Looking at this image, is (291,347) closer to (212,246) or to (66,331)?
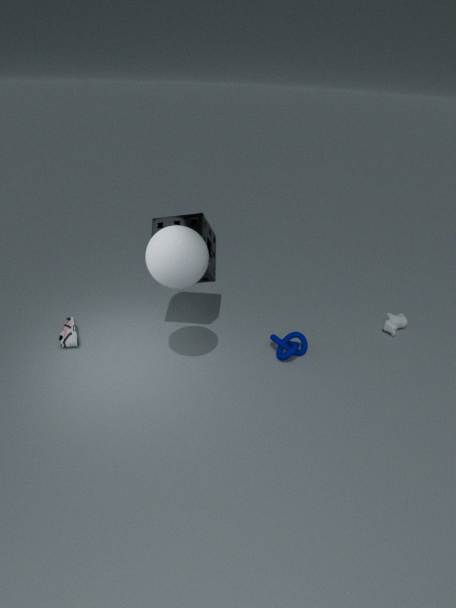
(212,246)
